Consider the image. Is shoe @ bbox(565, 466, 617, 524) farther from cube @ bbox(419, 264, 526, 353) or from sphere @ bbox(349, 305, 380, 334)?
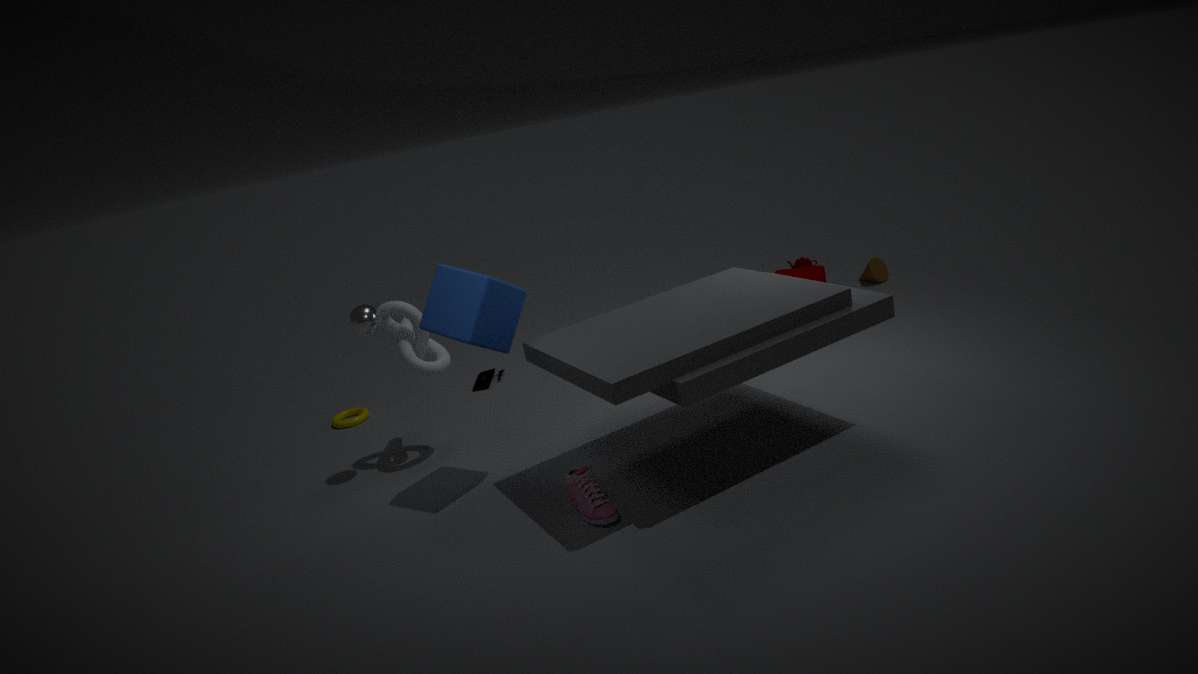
sphere @ bbox(349, 305, 380, 334)
